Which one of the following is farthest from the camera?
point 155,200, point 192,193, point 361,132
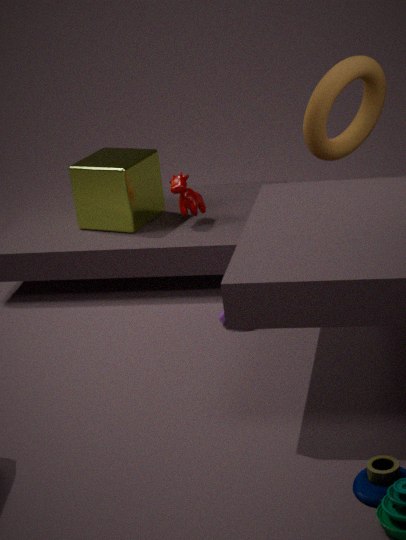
point 155,200
